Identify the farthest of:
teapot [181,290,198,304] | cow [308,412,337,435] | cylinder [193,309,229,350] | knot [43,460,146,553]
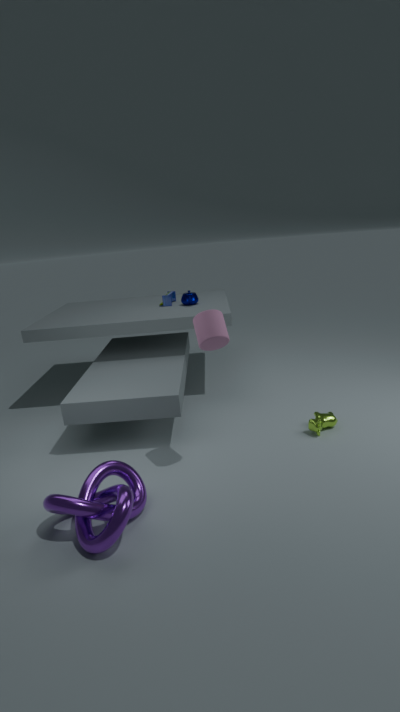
teapot [181,290,198,304]
